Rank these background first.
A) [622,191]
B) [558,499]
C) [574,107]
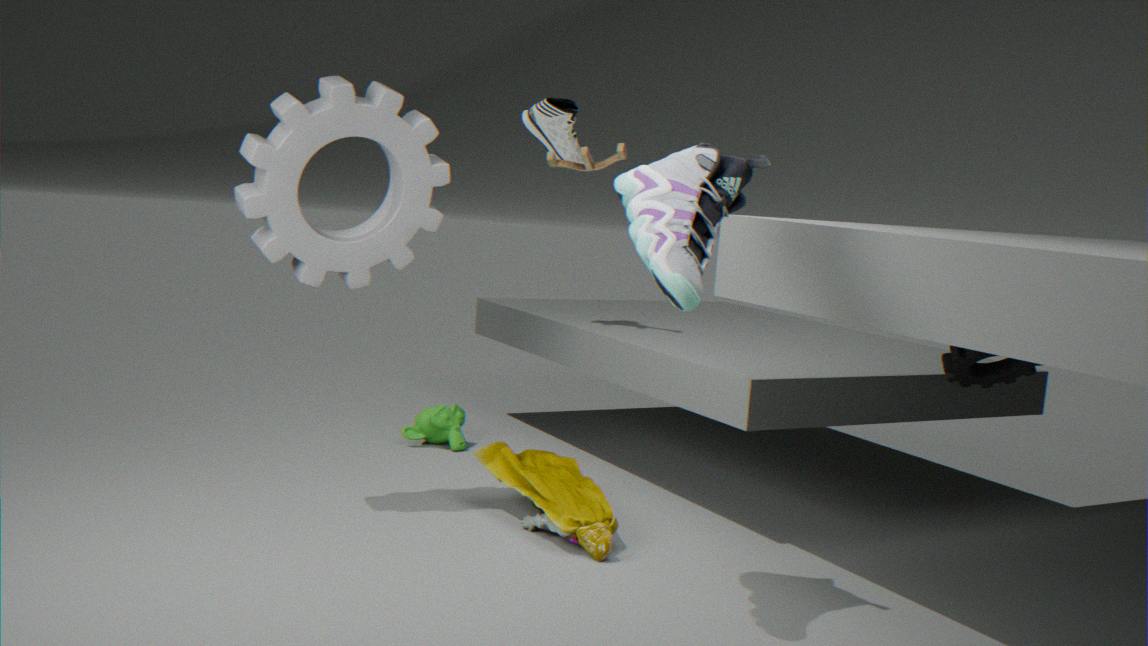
1. [574,107]
2. [558,499]
3. [622,191]
